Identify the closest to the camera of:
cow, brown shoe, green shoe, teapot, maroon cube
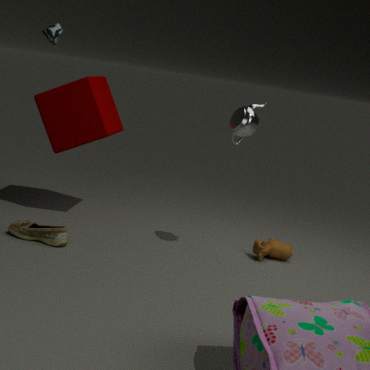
green shoe
